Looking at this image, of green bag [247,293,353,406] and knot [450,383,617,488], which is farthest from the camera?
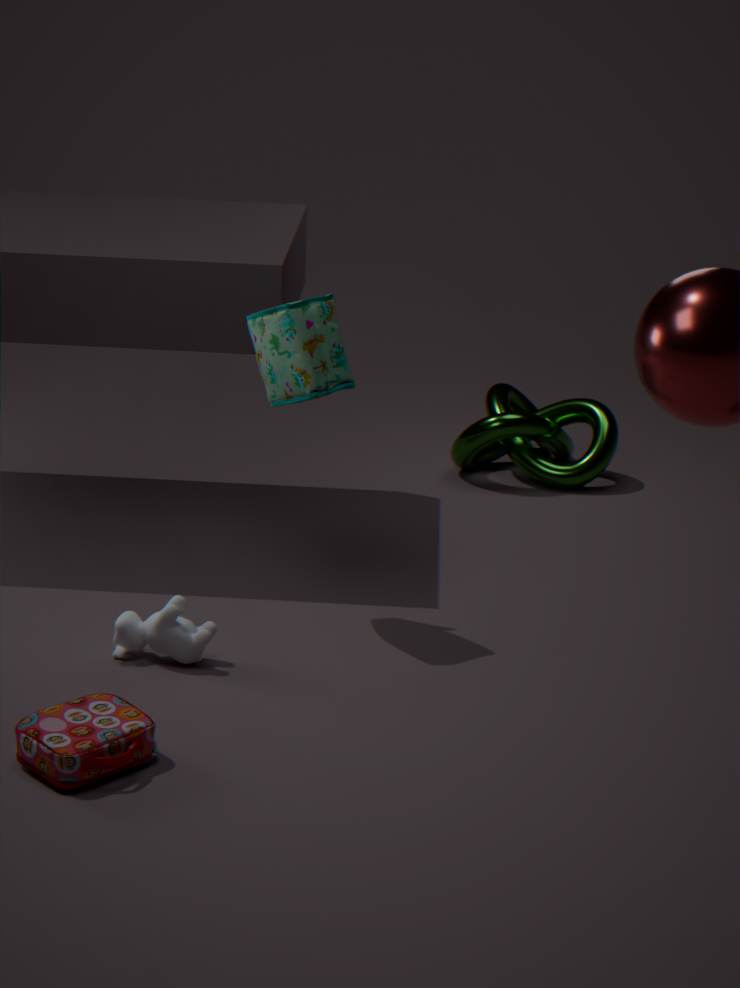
knot [450,383,617,488]
